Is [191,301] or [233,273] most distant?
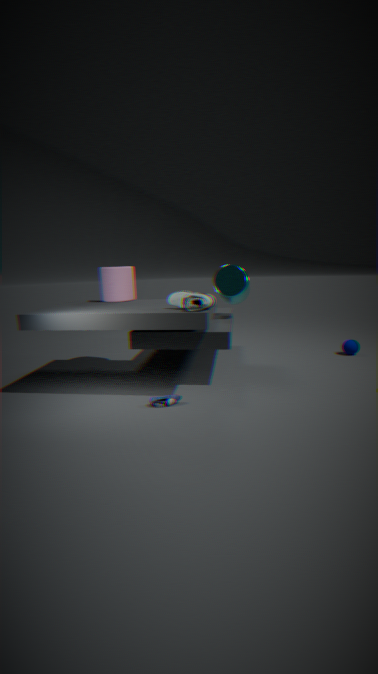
[233,273]
